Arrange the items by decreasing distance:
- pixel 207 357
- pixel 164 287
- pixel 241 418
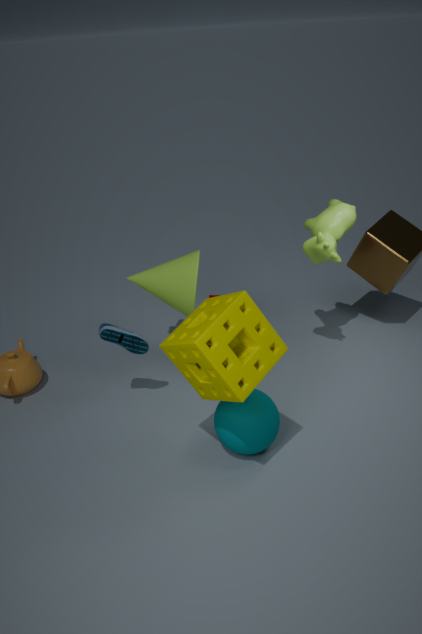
pixel 164 287
pixel 241 418
pixel 207 357
